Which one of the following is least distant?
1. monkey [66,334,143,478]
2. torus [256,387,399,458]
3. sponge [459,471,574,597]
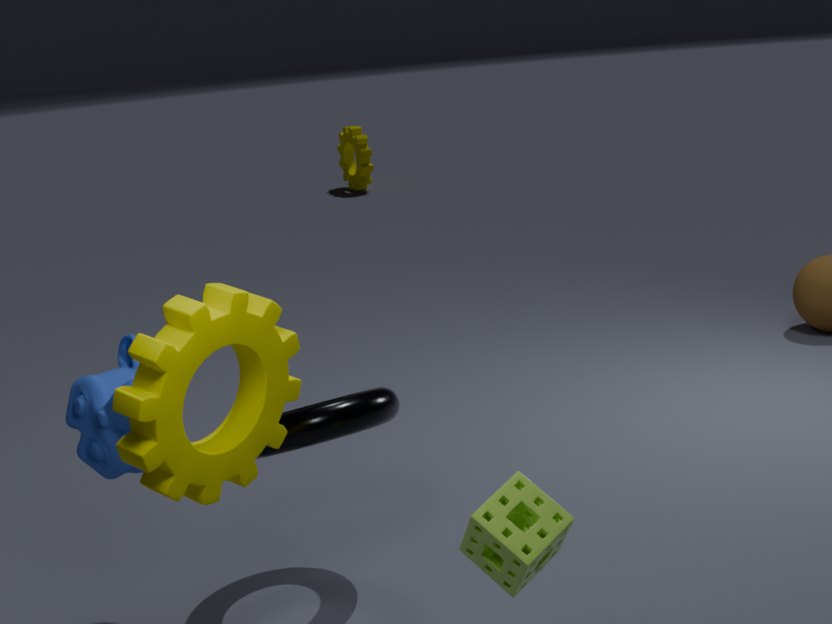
sponge [459,471,574,597]
